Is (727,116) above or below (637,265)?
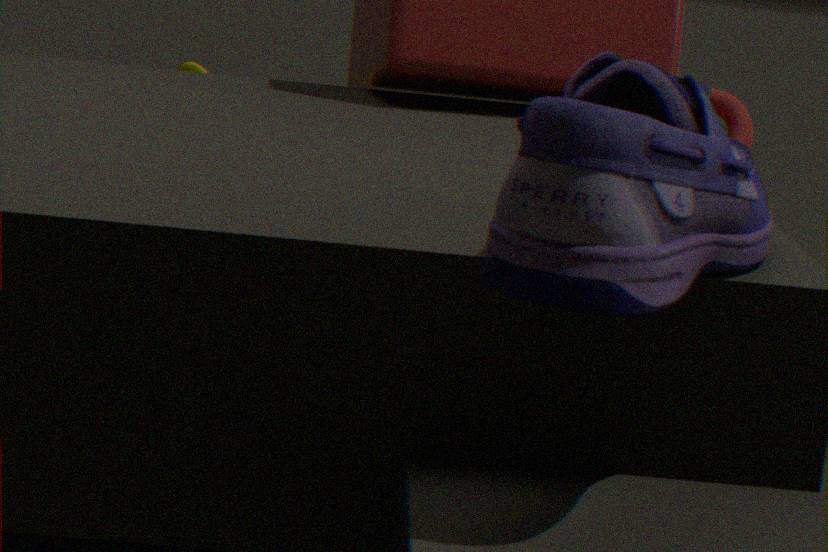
below
